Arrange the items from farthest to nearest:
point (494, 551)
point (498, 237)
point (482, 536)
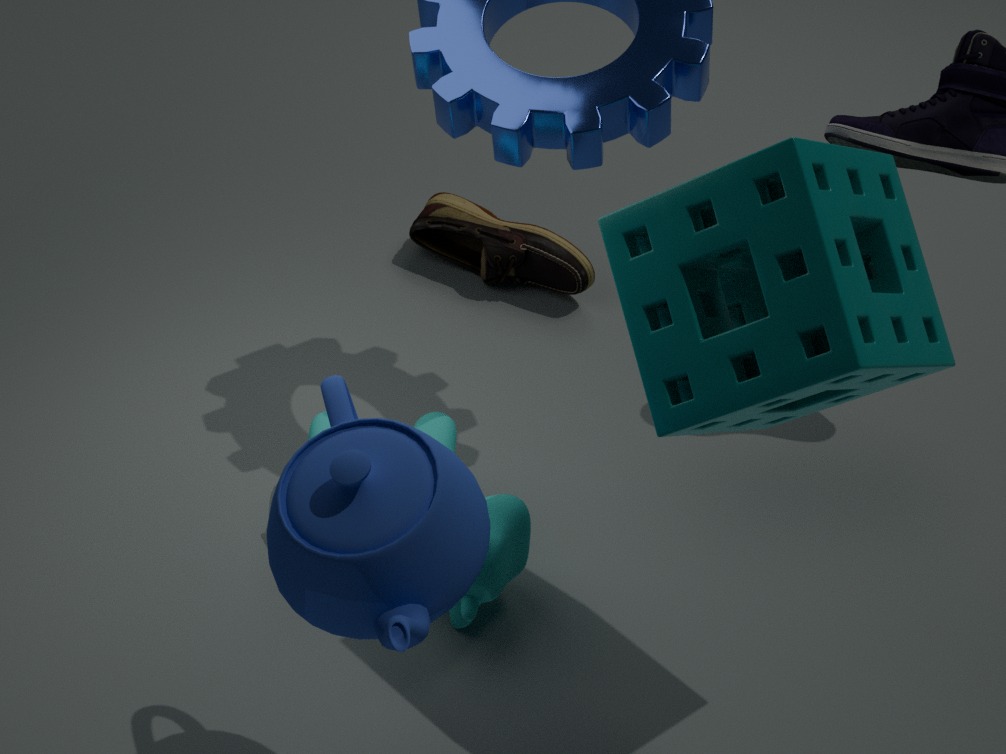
point (498, 237) < point (494, 551) < point (482, 536)
